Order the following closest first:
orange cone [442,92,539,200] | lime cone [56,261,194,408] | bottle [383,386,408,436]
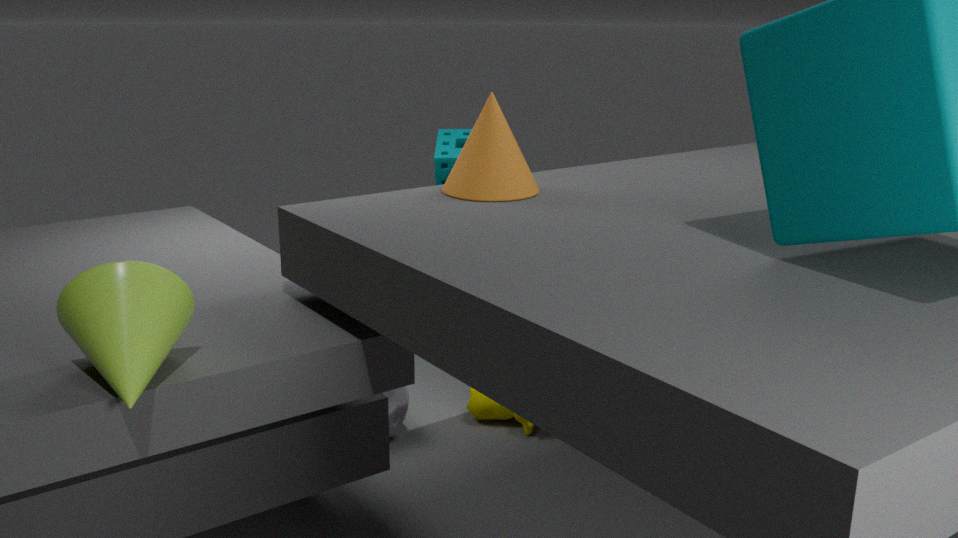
lime cone [56,261,194,408] → orange cone [442,92,539,200] → bottle [383,386,408,436]
